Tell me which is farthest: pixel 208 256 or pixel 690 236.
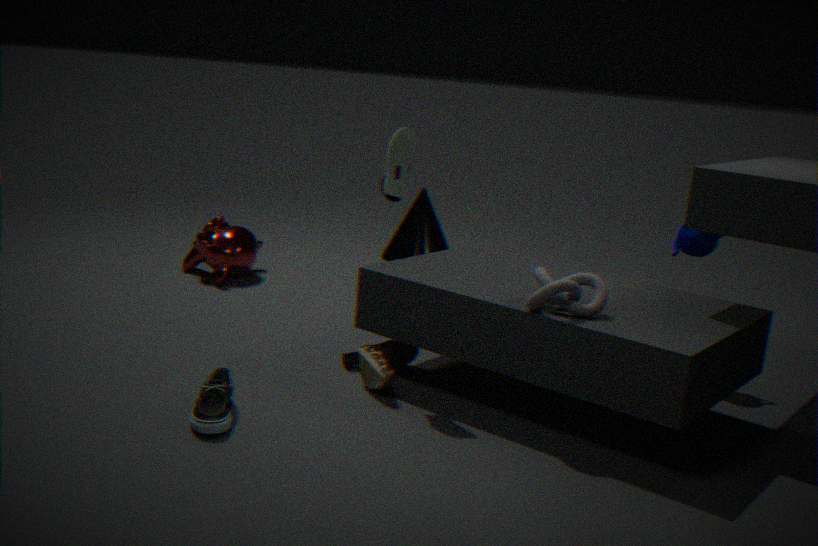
pixel 208 256
